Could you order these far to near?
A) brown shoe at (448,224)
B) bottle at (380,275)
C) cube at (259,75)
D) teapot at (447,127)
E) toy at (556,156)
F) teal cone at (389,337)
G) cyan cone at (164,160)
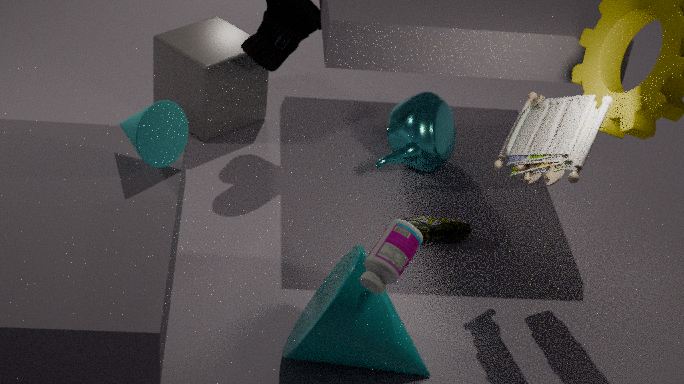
cube at (259,75) → teapot at (447,127) → brown shoe at (448,224) → cyan cone at (164,160) → toy at (556,156) → teal cone at (389,337) → bottle at (380,275)
